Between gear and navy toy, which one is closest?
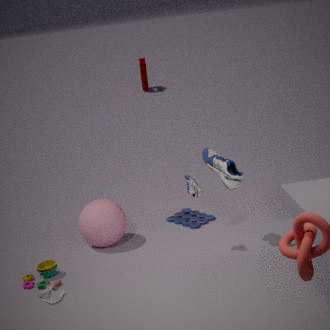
navy toy
